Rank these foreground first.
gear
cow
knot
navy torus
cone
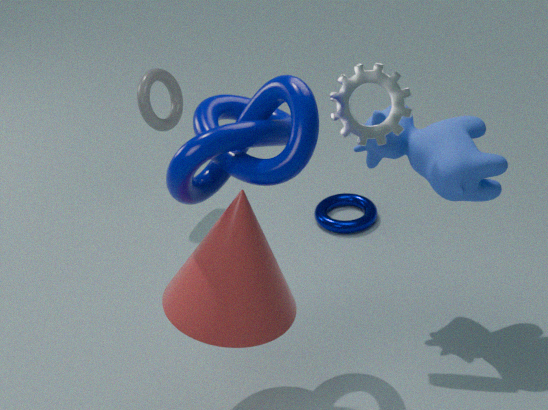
knot < cone < gear < cow < navy torus
